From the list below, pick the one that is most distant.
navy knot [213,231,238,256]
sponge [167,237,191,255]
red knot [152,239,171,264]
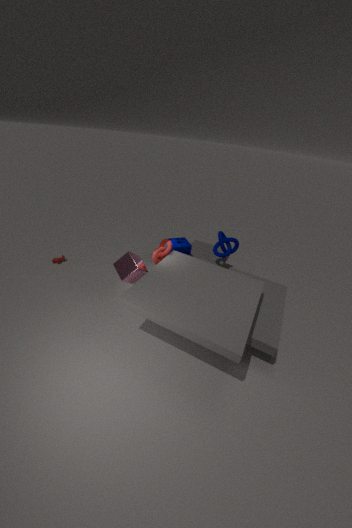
sponge [167,237,191,255]
